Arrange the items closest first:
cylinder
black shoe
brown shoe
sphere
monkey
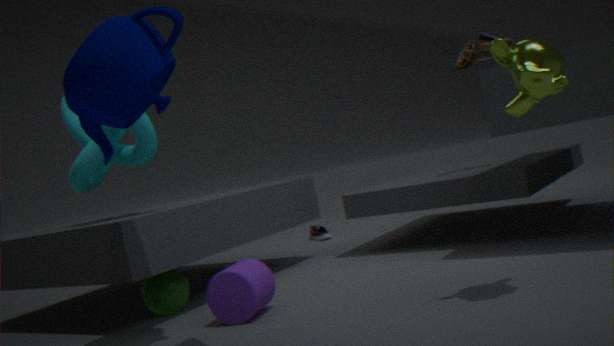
1. monkey
2. cylinder
3. sphere
4. brown shoe
5. black shoe
